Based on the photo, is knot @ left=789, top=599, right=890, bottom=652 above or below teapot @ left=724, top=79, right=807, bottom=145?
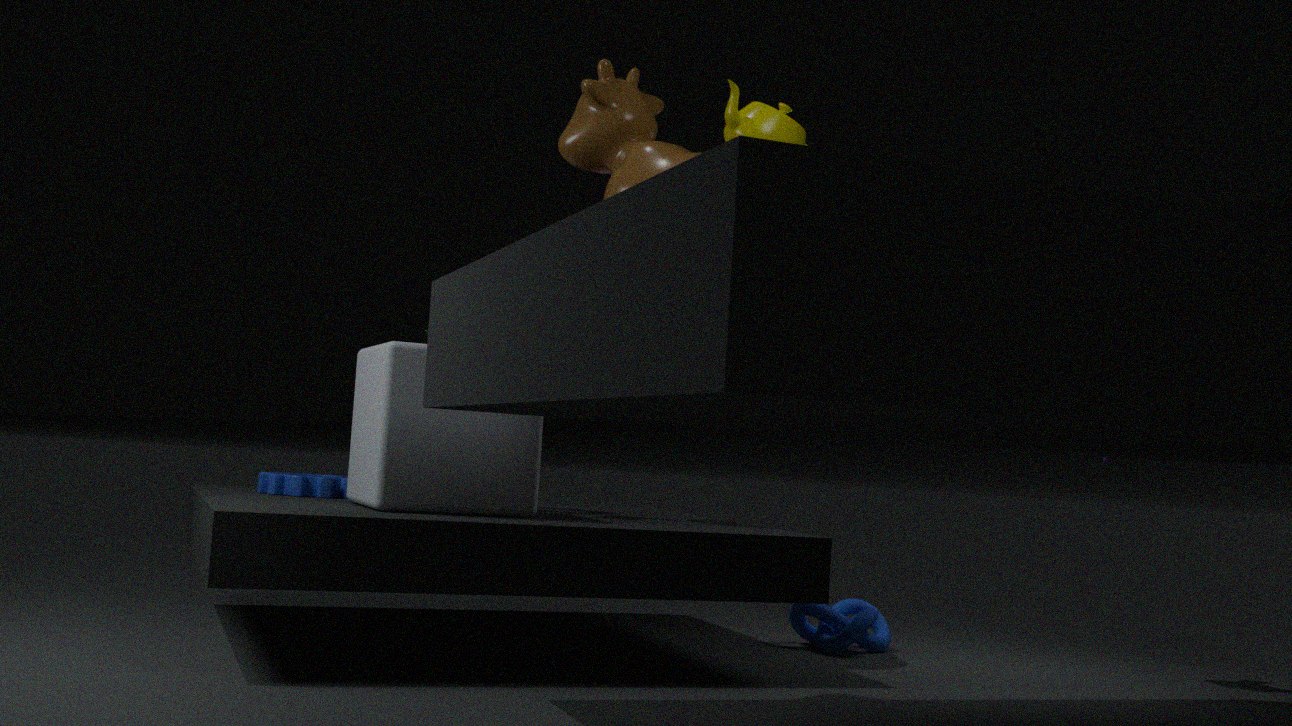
below
